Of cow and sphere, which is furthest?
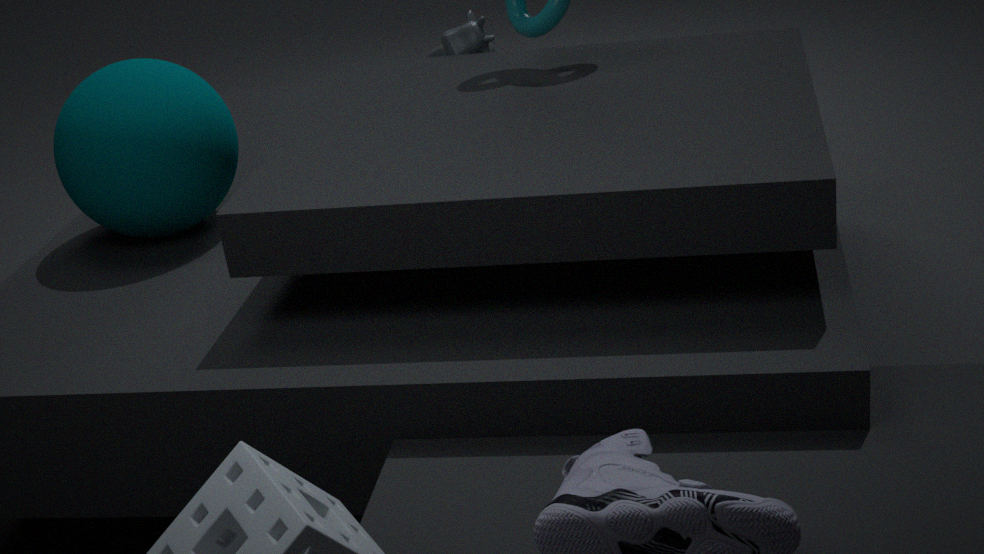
cow
